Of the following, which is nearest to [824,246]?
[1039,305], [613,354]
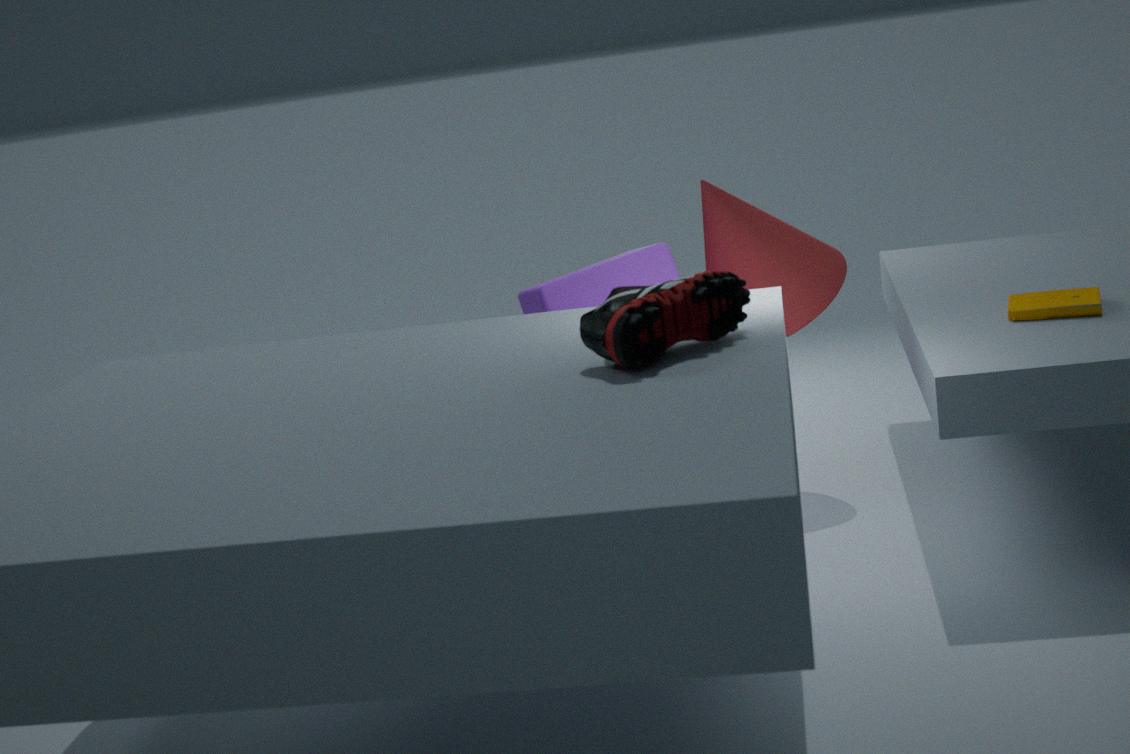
[1039,305]
